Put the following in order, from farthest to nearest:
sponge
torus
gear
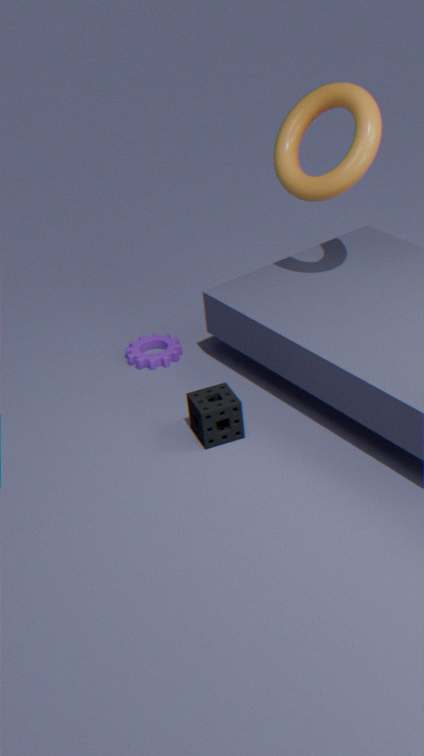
gear → torus → sponge
